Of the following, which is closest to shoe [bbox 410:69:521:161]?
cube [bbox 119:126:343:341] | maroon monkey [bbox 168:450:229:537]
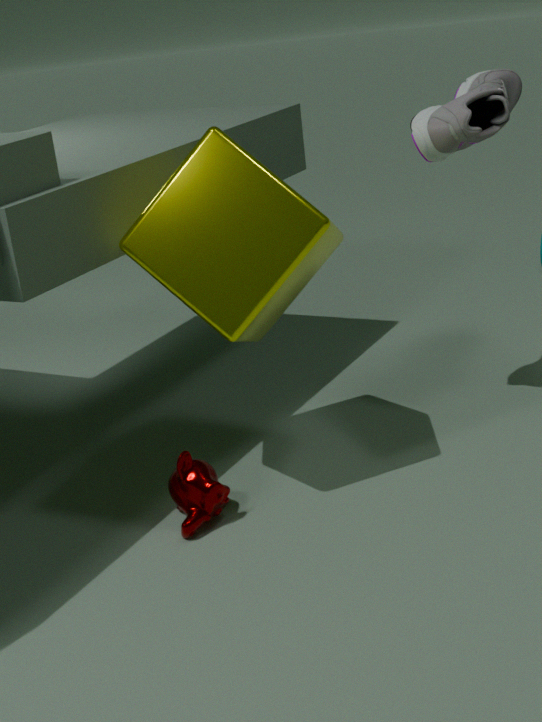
cube [bbox 119:126:343:341]
